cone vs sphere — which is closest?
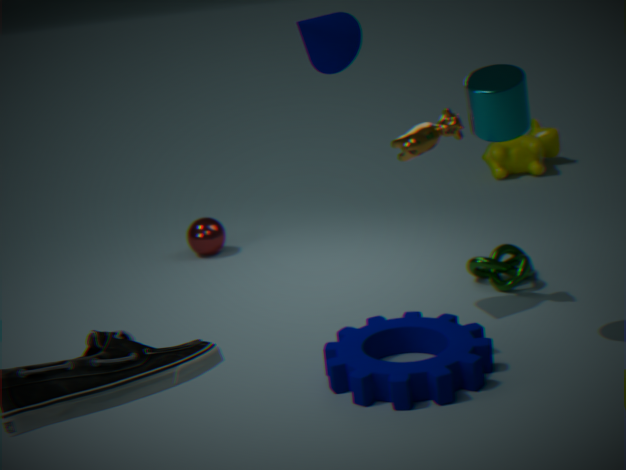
cone
